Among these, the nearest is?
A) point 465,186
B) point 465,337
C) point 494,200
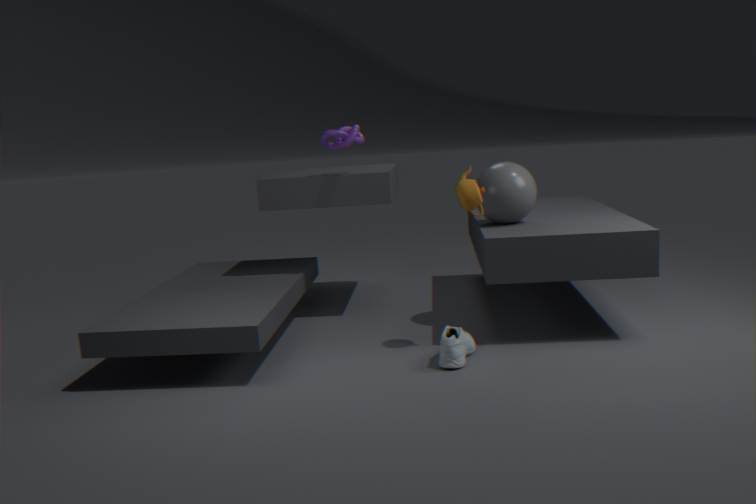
point 465,337
